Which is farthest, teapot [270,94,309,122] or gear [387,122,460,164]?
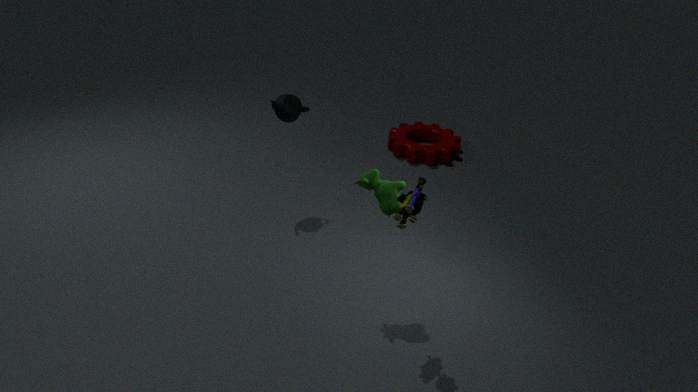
gear [387,122,460,164]
